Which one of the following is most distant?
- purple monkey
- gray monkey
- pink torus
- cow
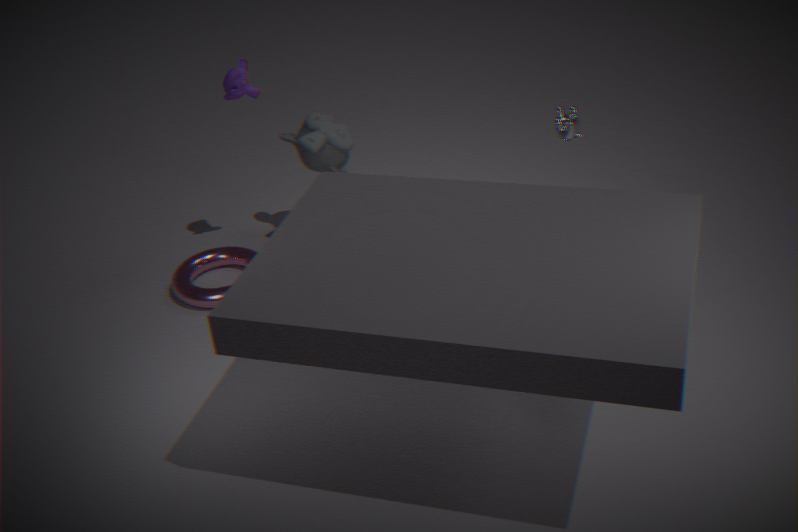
gray monkey
